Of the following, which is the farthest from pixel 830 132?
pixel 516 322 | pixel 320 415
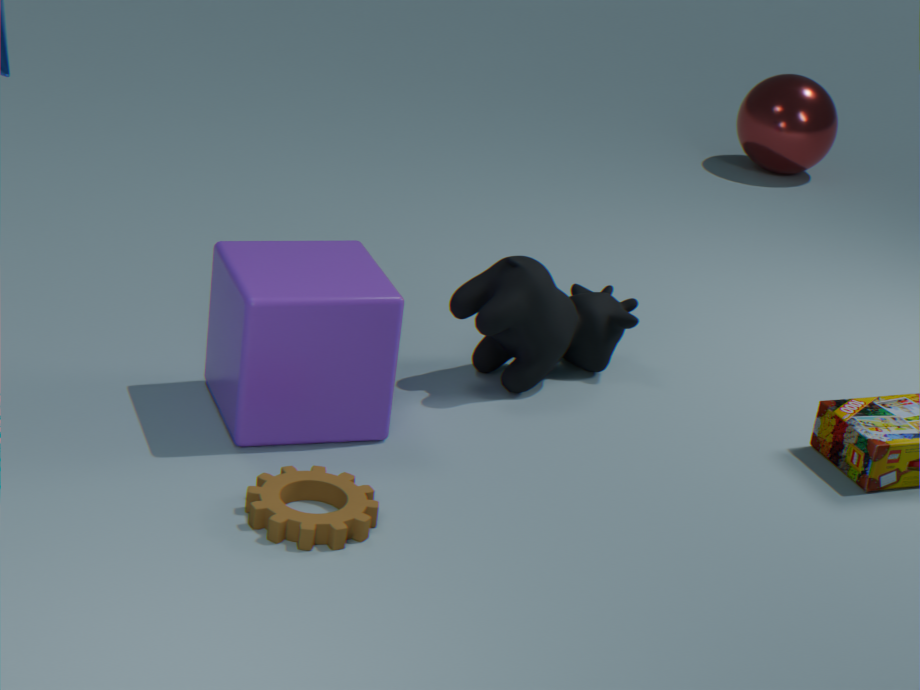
pixel 320 415
